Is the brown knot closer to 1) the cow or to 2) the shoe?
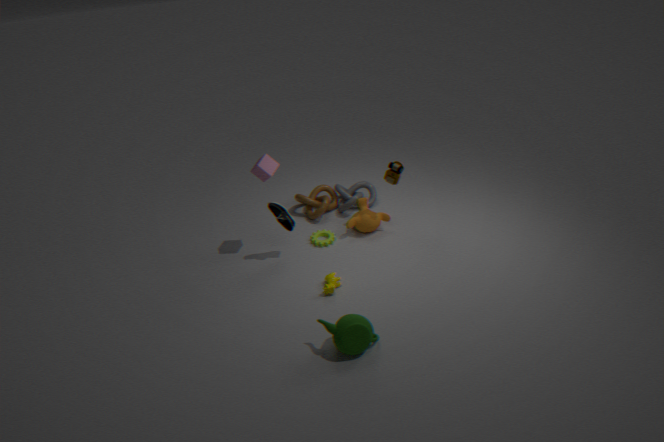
2) the shoe
